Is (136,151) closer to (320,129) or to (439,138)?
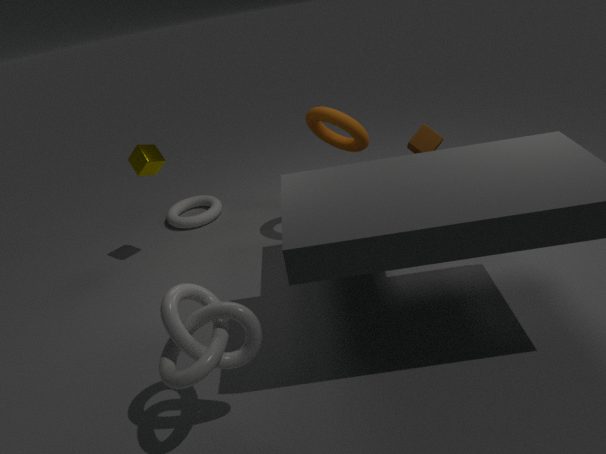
(320,129)
